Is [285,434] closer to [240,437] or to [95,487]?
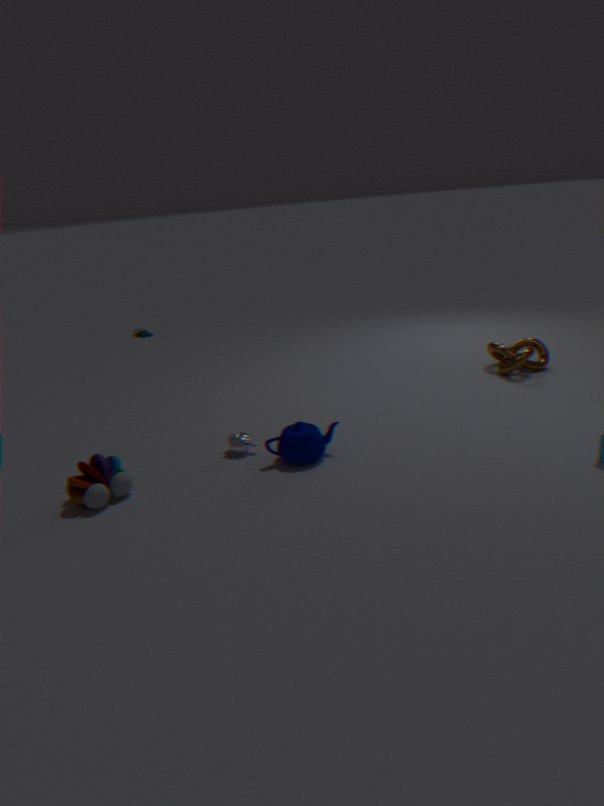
[240,437]
